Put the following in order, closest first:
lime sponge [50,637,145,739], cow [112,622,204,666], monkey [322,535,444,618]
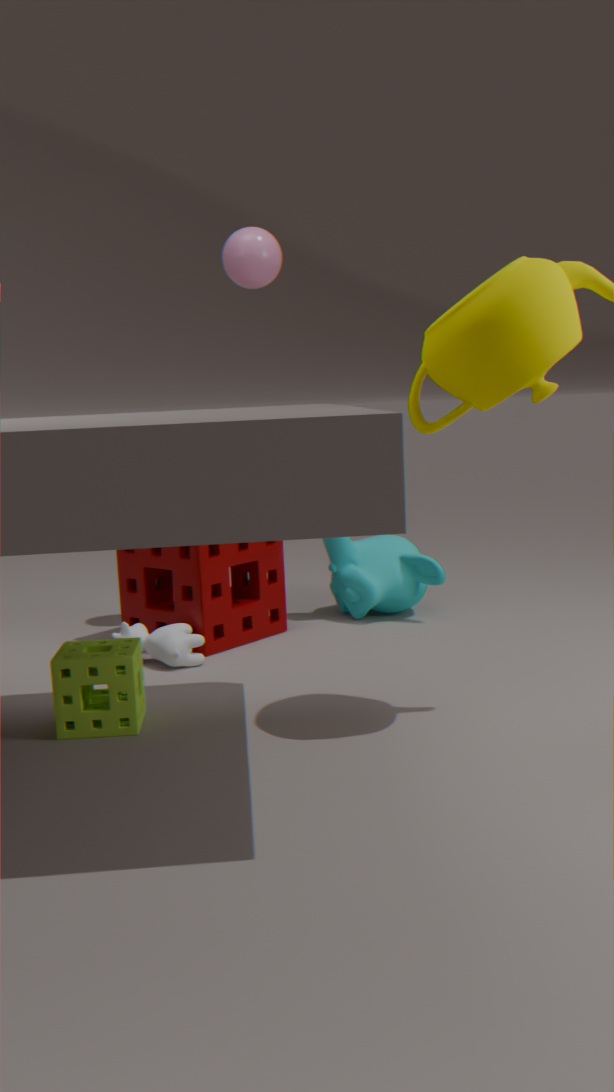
lime sponge [50,637,145,739] < cow [112,622,204,666] < monkey [322,535,444,618]
